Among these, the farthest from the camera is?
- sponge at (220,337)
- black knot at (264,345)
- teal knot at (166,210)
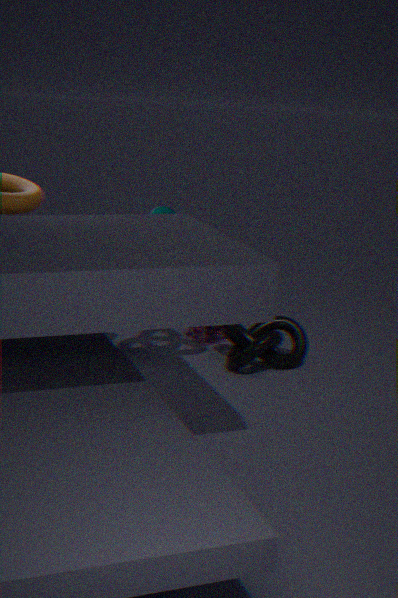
sponge at (220,337)
